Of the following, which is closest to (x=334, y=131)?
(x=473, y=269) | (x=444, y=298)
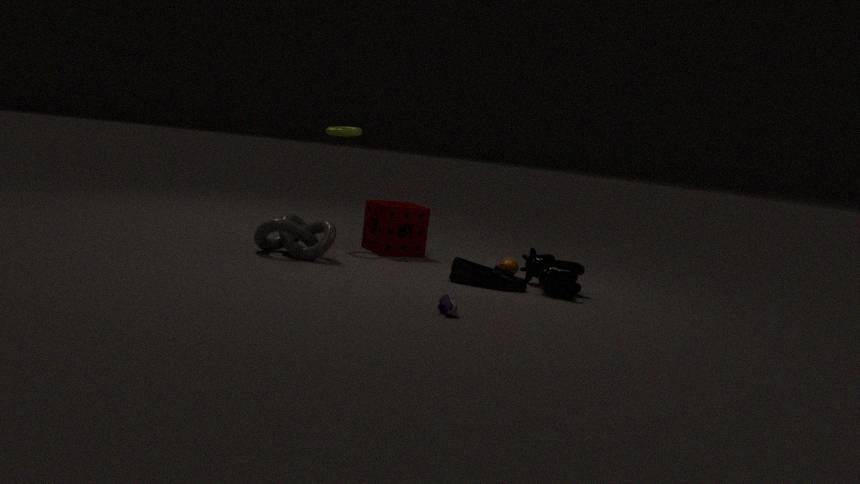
(x=473, y=269)
